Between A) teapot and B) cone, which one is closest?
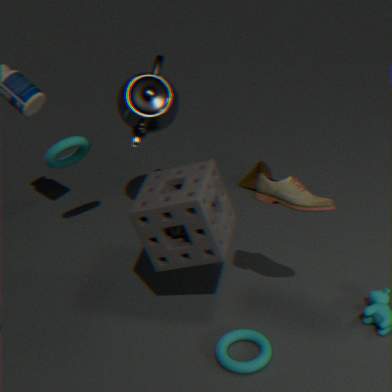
A. teapot
